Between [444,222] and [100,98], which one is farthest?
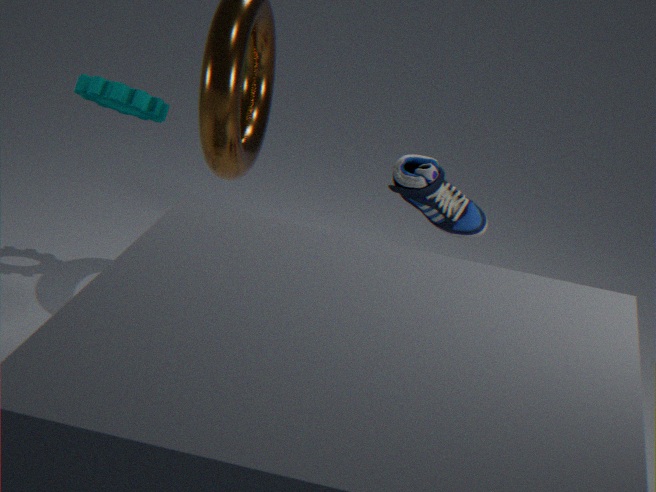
[444,222]
